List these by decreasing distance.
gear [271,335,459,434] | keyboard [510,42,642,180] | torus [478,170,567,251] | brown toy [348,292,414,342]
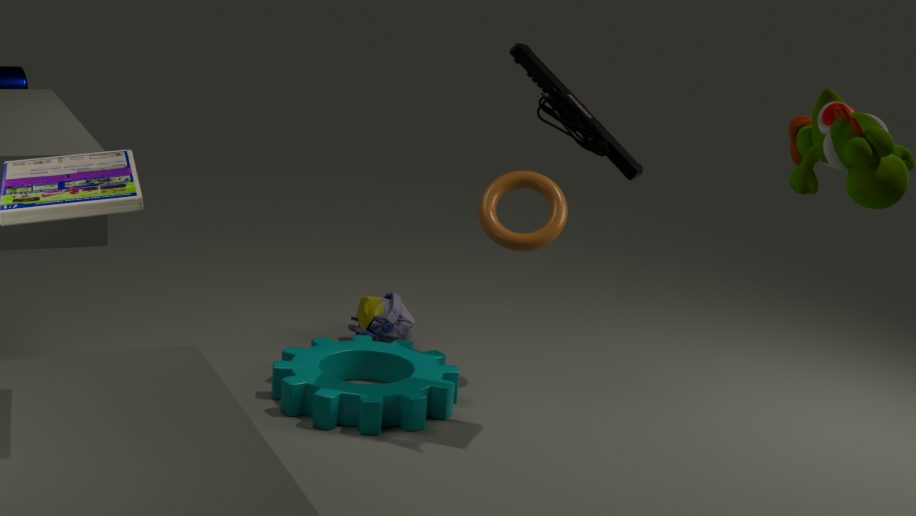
brown toy [348,292,414,342] → torus [478,170,567,251] → gear [271,335,459,434] → keyboard [510,42,642,180]
